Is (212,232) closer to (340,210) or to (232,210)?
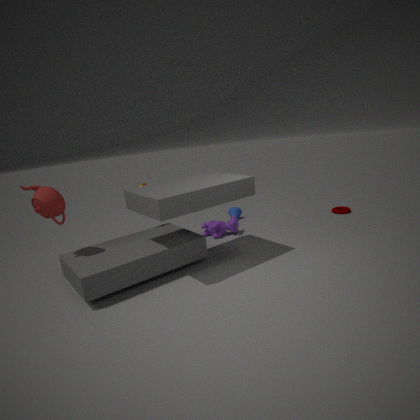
(232,210)
